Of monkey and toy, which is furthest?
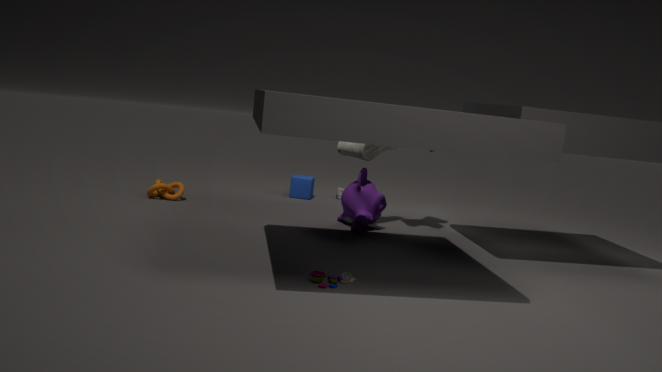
monkey
